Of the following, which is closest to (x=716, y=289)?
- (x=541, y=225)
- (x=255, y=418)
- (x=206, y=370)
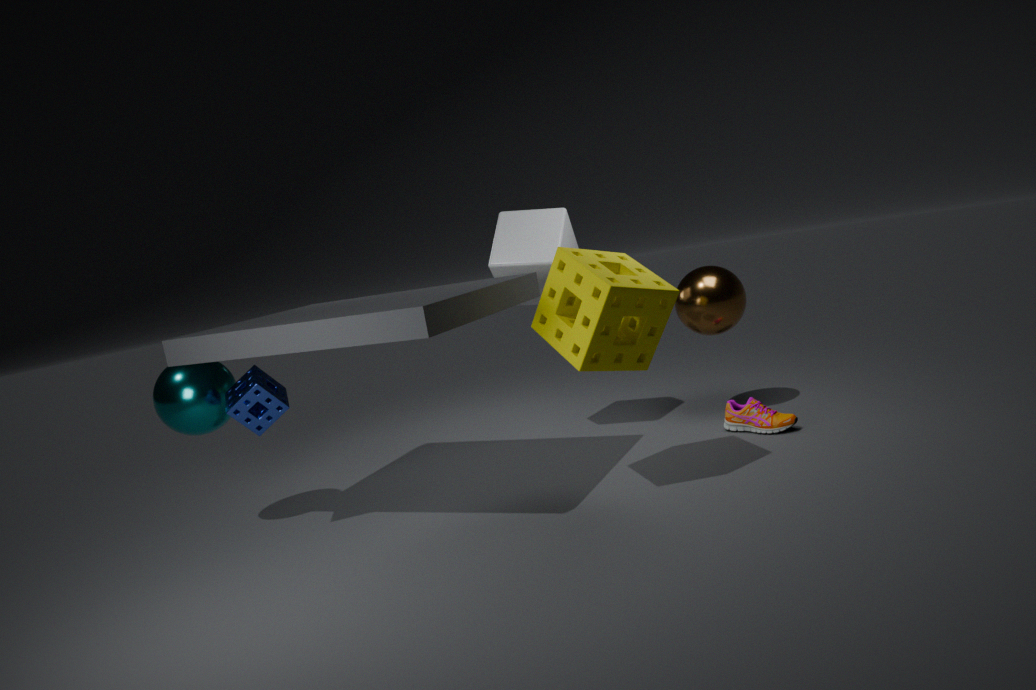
(x=541, y=225)
